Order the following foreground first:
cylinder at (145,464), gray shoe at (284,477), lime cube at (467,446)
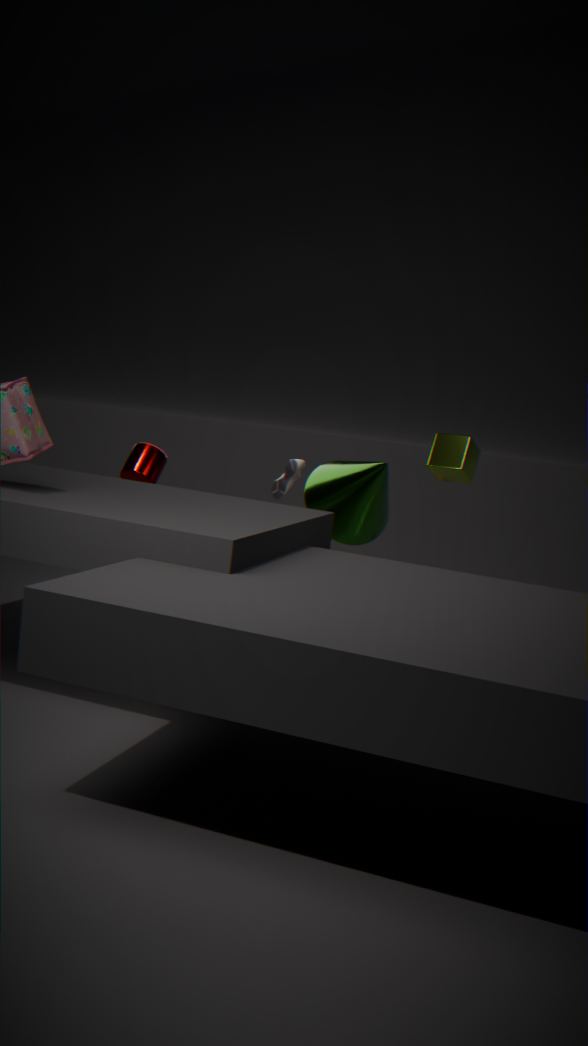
1. lime cube at (467,446)
2. cylinder at (145,464)
3. gray shoe at (284,477)
